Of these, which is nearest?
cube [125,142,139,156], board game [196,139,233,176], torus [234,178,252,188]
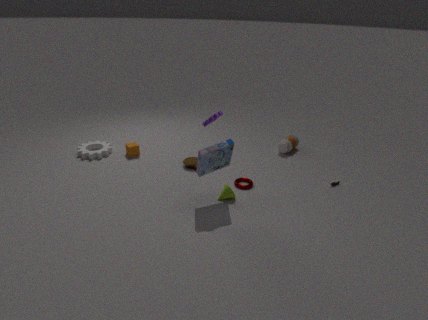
board game [196,139,233,176]
